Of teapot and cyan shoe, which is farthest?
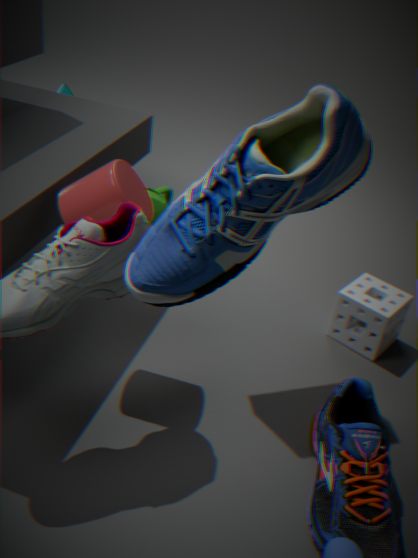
teapot
